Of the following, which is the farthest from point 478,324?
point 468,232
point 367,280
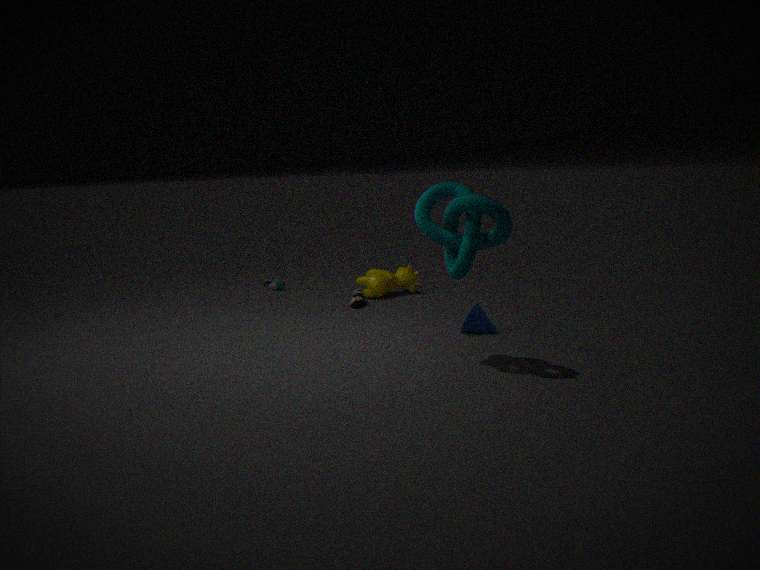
point 367,280
